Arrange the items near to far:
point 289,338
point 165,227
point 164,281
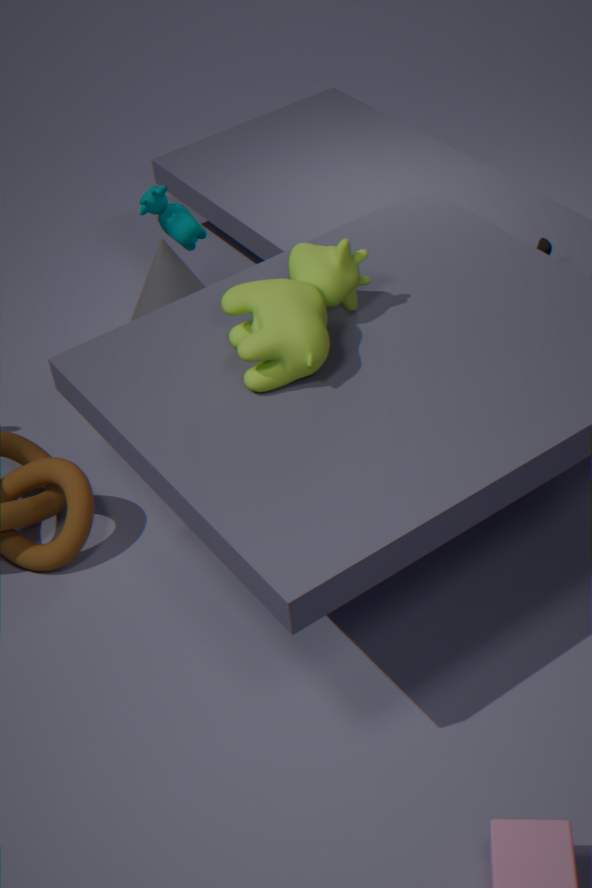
point 289,338 → point 165,227 → point 164,281
